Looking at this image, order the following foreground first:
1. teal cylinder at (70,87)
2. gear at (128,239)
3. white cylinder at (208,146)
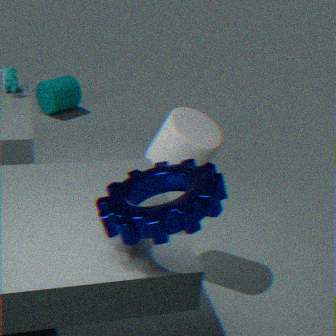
gear at (128,239), white cylinder at (208,146), teal cylinder at (70,87)
